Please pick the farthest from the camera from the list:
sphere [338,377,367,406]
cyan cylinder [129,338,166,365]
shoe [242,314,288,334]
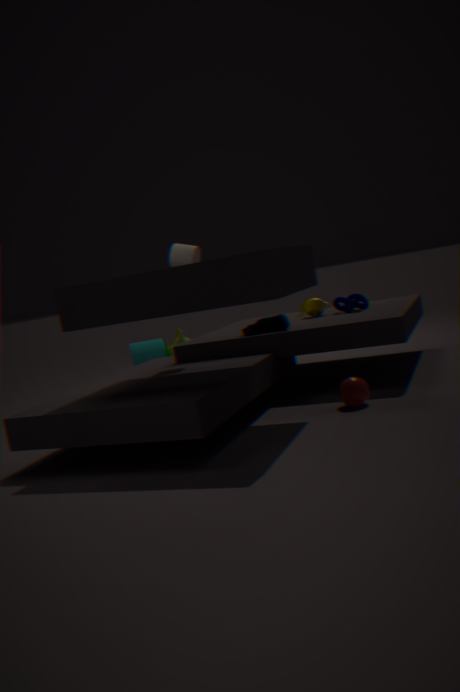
cyan cylinder [129,338,166,365]
